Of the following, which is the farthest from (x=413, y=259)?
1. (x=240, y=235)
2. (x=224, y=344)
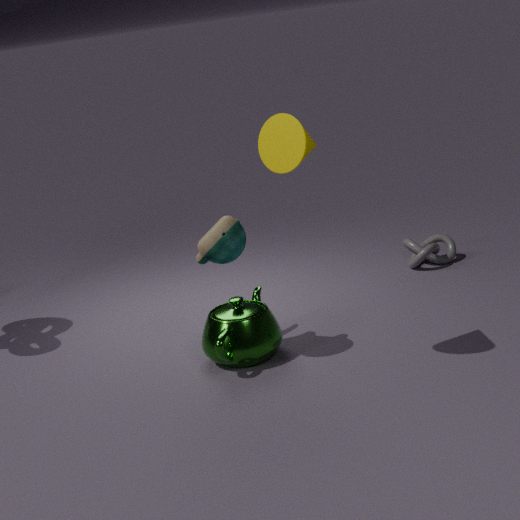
(x=240, y=235)
